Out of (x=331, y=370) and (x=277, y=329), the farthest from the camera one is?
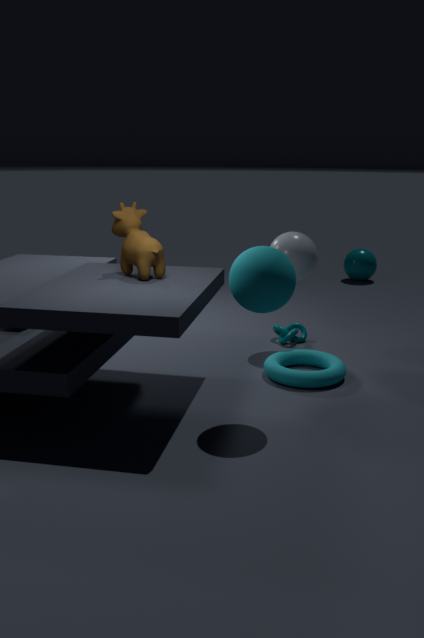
(x=277, y=329)
